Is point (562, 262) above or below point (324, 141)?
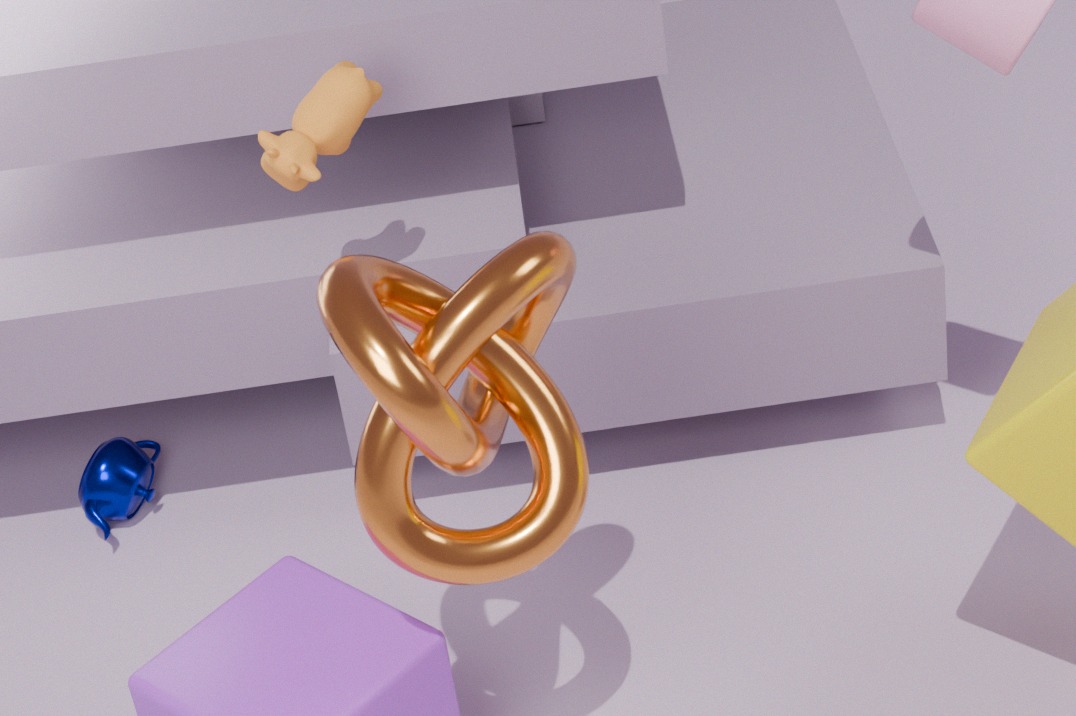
below
